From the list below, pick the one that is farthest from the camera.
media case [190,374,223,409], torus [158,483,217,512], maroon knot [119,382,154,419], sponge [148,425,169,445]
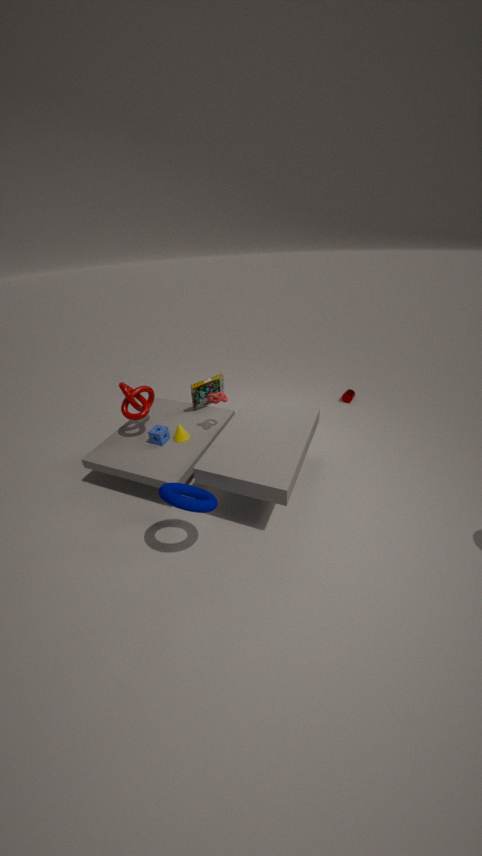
media case [190,374,223,409]
